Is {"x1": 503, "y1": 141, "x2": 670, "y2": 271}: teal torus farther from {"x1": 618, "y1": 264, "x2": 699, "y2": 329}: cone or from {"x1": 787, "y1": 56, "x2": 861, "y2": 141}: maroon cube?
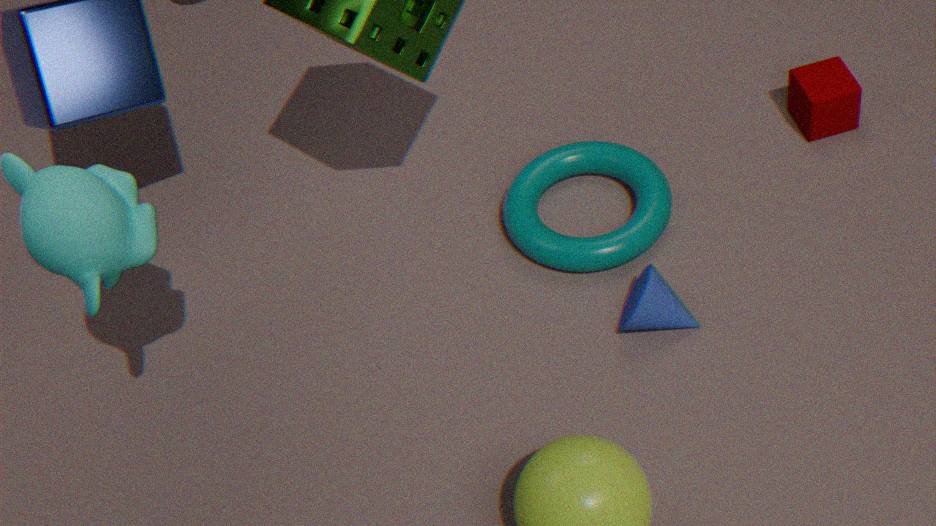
{"x1": 787, "y1": 56, "x2": 861, "y2": 141}: maroon cube
